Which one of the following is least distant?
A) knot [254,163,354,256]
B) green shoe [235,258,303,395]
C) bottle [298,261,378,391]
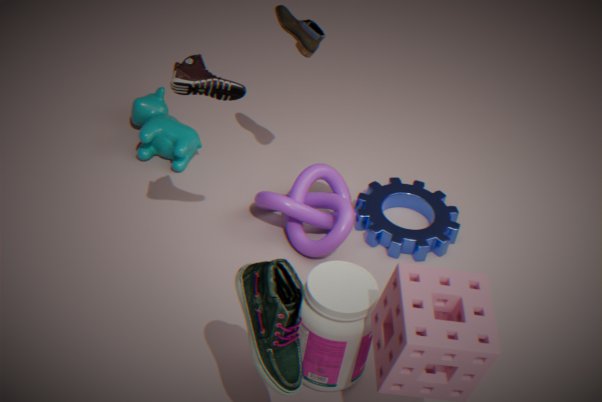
green shoe [235,258,303,395]
